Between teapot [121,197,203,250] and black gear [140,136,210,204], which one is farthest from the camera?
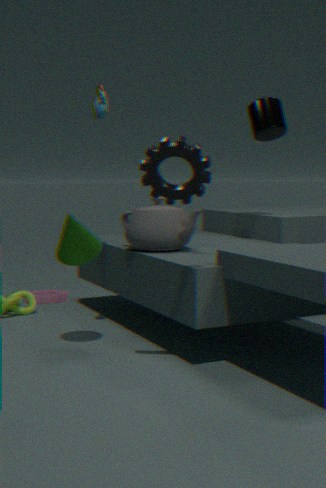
teapot [121,197,203,250]
